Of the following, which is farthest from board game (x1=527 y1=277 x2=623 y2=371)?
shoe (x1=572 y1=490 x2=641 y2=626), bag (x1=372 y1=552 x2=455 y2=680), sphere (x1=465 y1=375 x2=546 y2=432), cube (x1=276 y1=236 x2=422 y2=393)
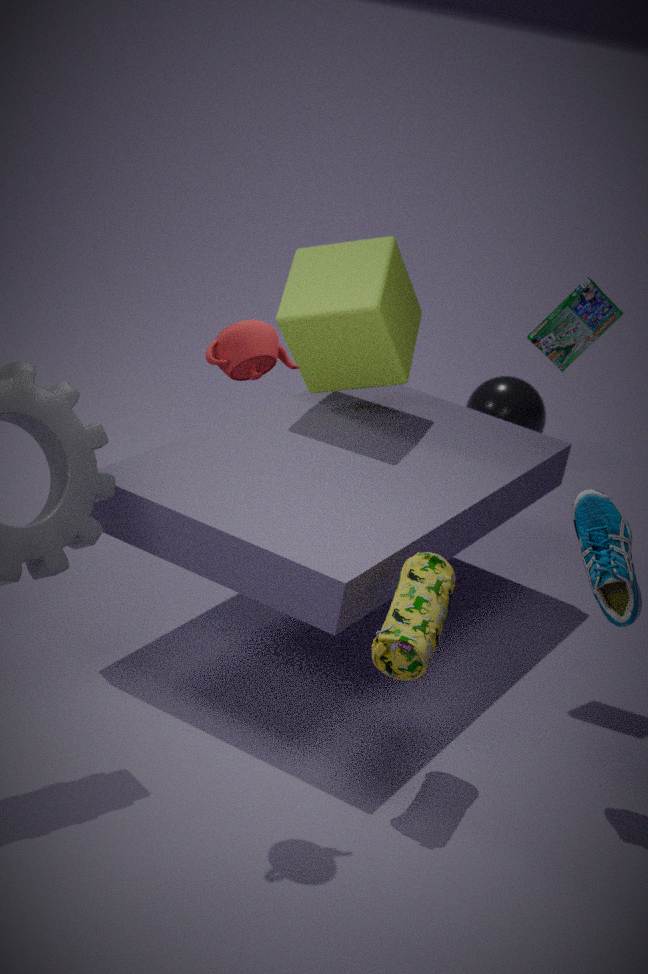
sphere (x1=465 y1=375 x2=546 y2=432)
